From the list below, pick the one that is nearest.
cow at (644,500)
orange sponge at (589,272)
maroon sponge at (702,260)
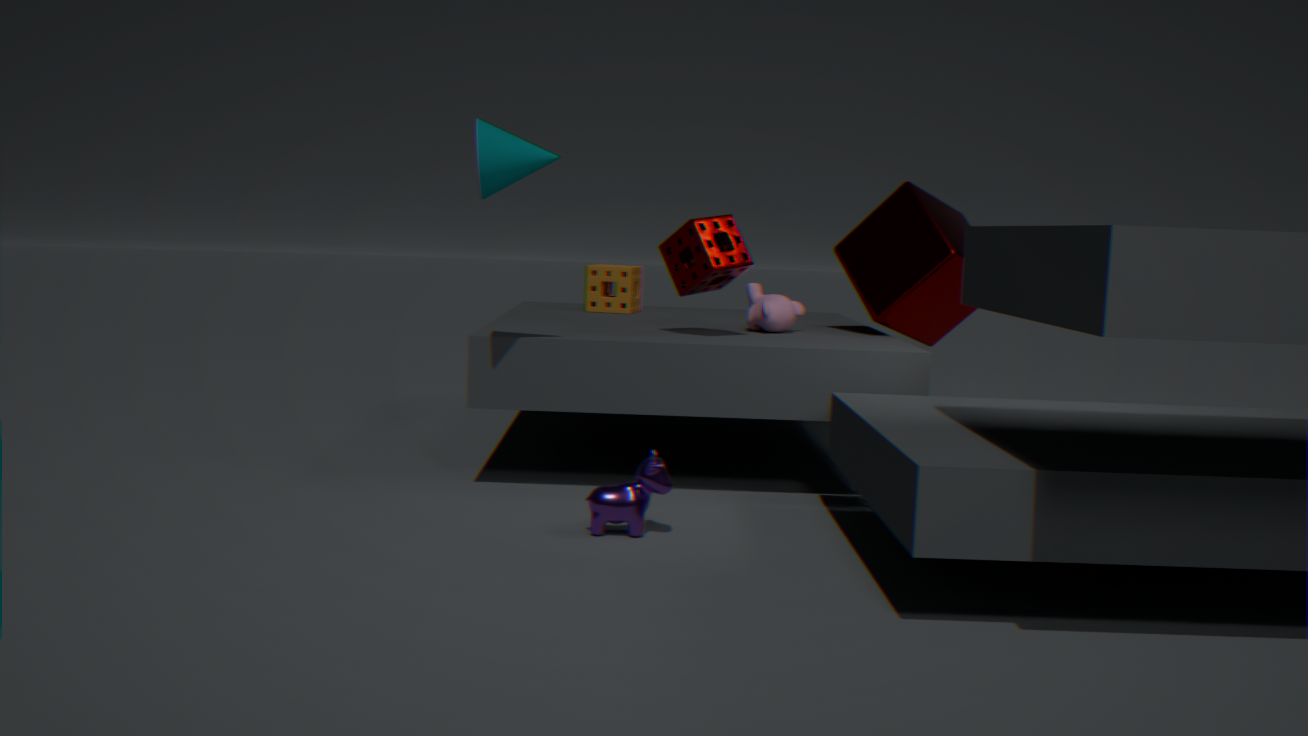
cow at (644,500)
